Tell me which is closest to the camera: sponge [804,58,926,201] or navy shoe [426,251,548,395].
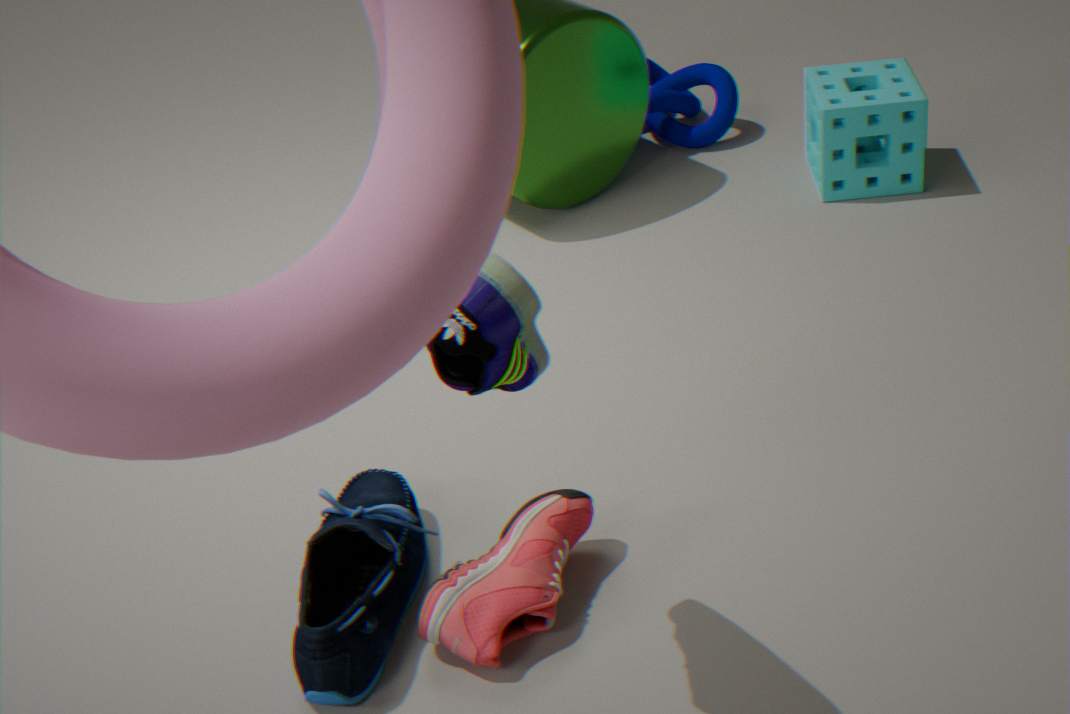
navy shoe [426,251,548,395]
